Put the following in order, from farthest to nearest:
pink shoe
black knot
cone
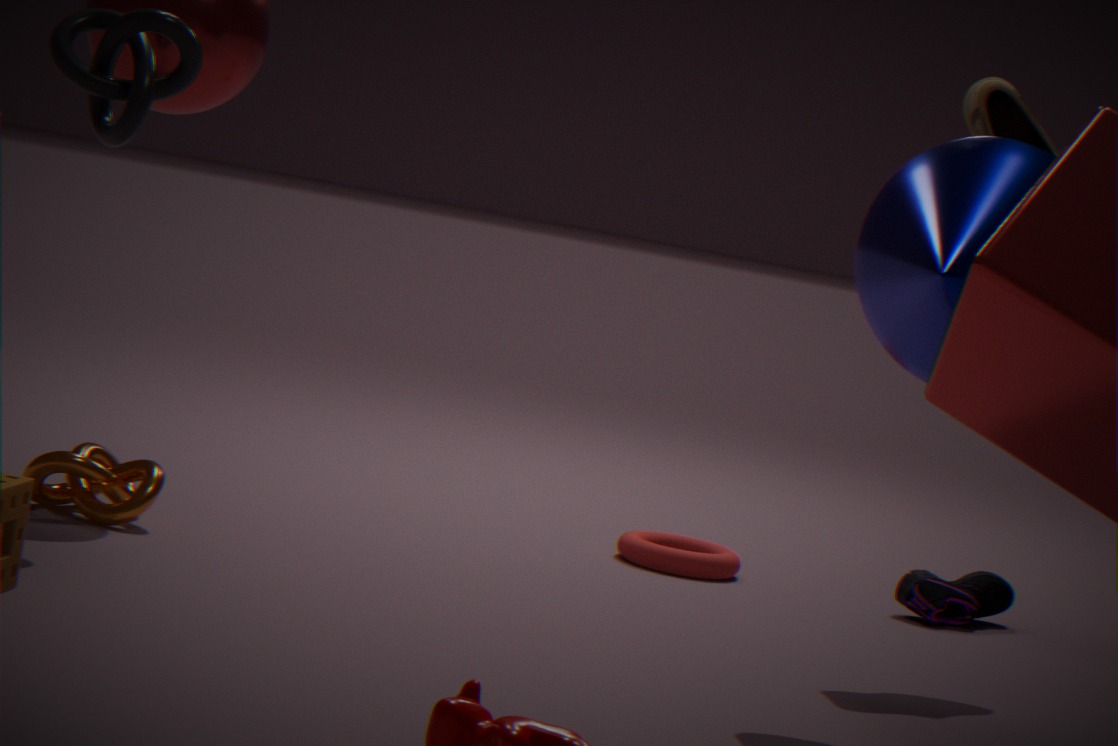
pink shoe < black knot < cone
